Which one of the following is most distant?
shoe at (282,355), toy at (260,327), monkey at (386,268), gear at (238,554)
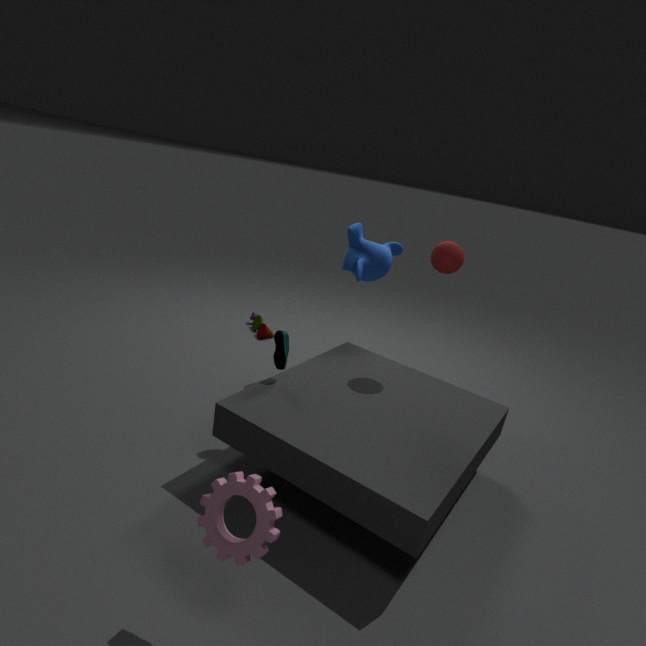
toy at (260,327)
